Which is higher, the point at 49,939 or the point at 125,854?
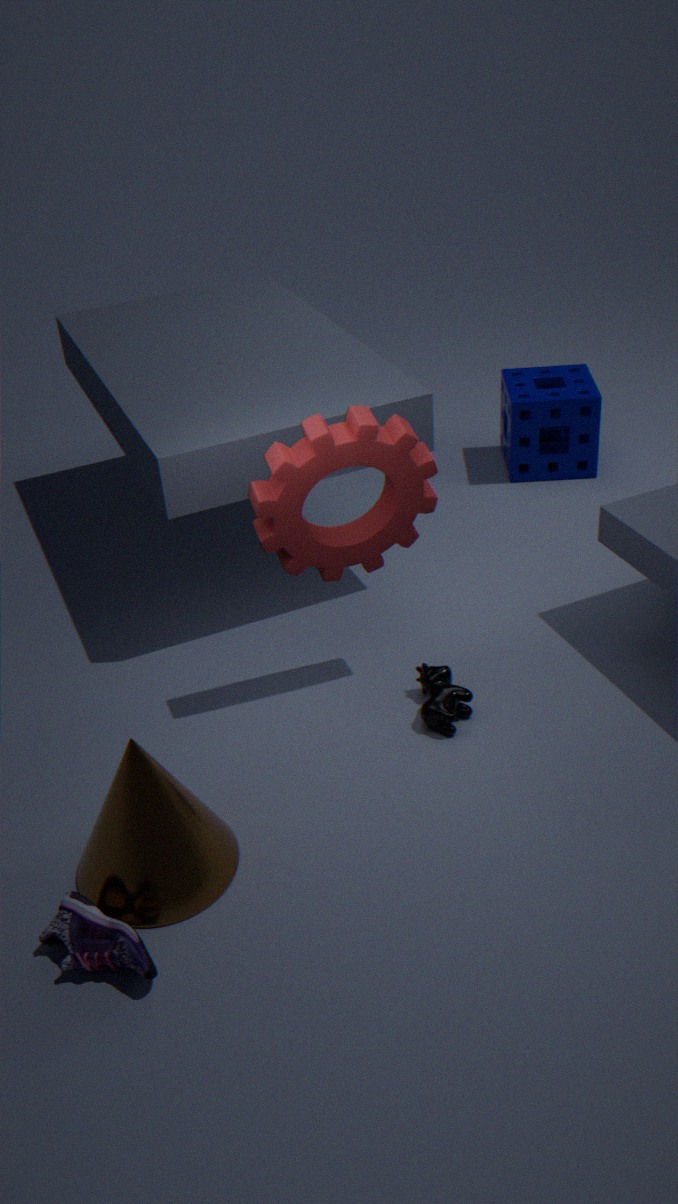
the point at 125,854
